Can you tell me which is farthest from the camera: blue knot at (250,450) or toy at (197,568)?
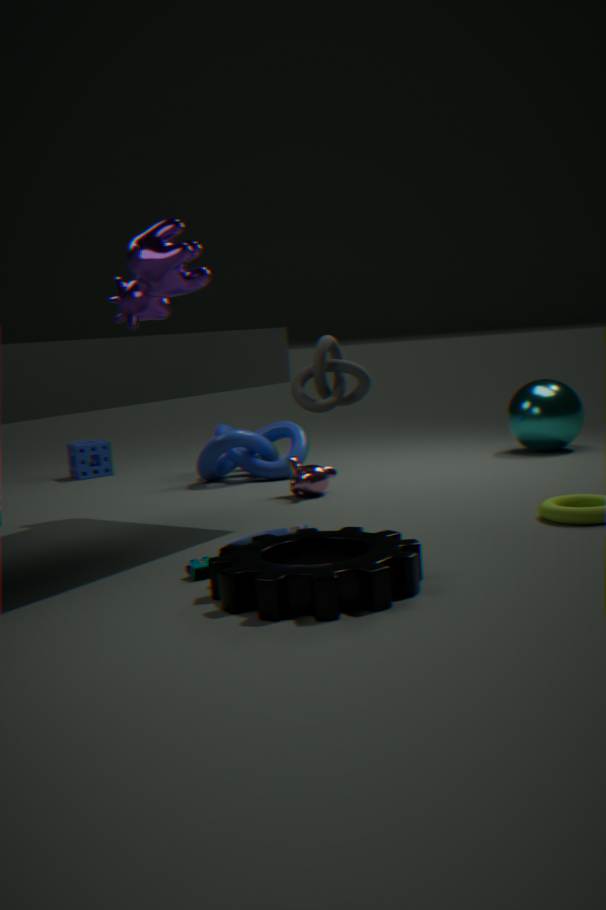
blue knot at (250,450)
